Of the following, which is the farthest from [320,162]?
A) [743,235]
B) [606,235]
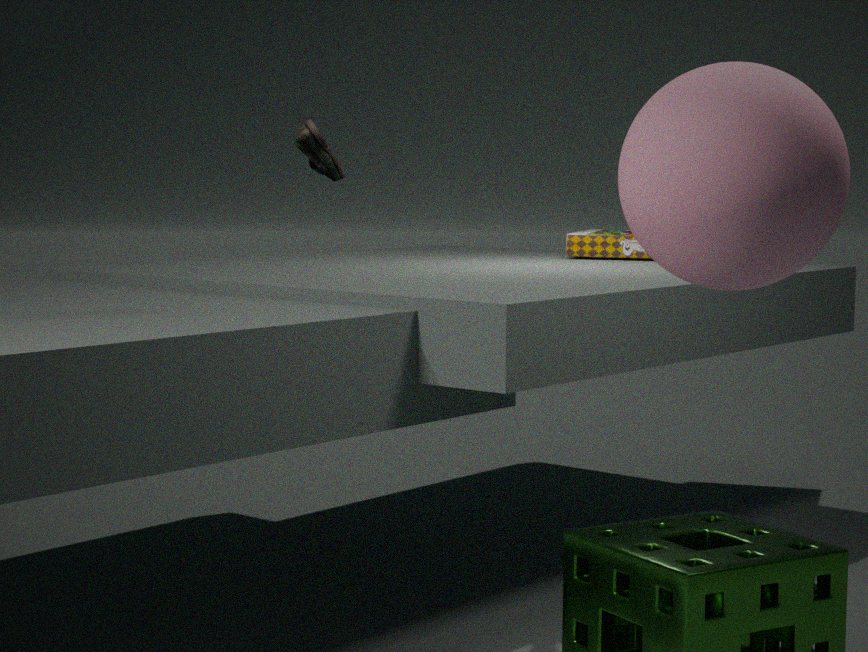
[606,235]
